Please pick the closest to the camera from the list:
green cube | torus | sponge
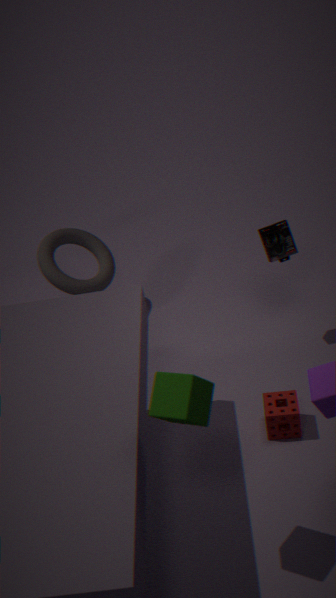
green cube
